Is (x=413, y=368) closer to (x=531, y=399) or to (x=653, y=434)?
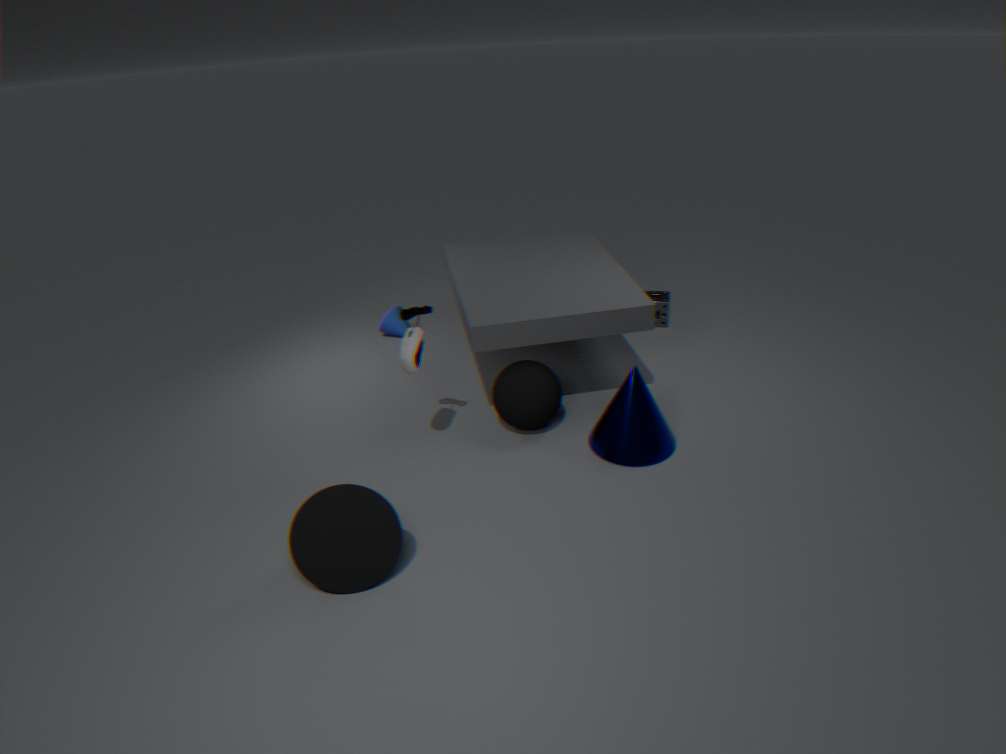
(x=531, y=399)
